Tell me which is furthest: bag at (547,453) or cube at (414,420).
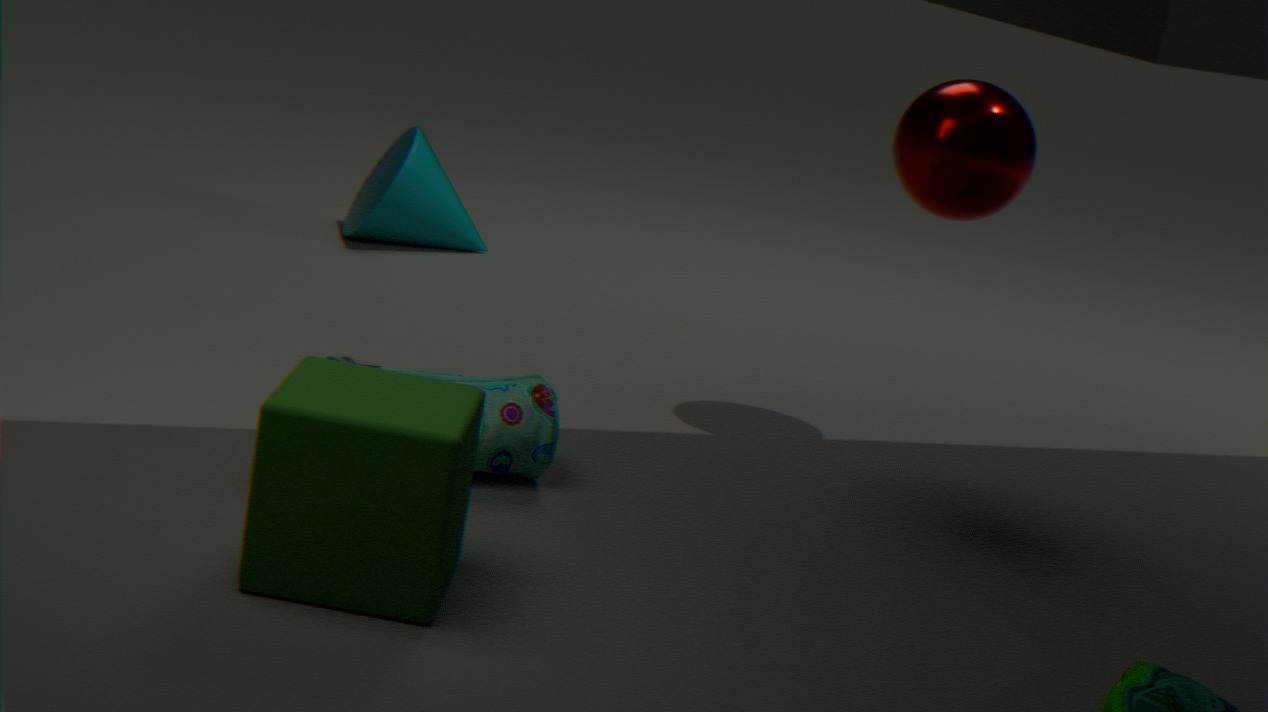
bag at (547,453)
